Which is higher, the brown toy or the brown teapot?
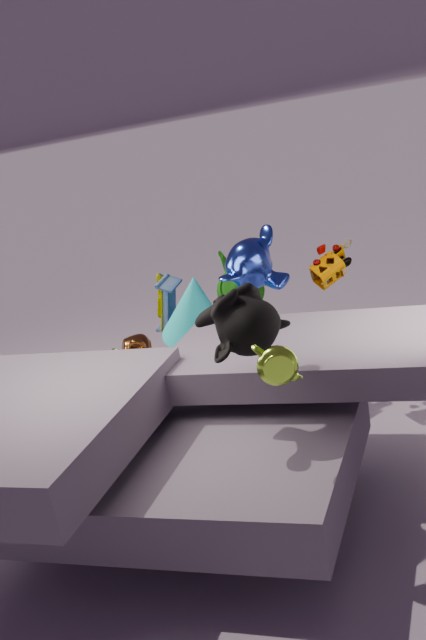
the brown toy
